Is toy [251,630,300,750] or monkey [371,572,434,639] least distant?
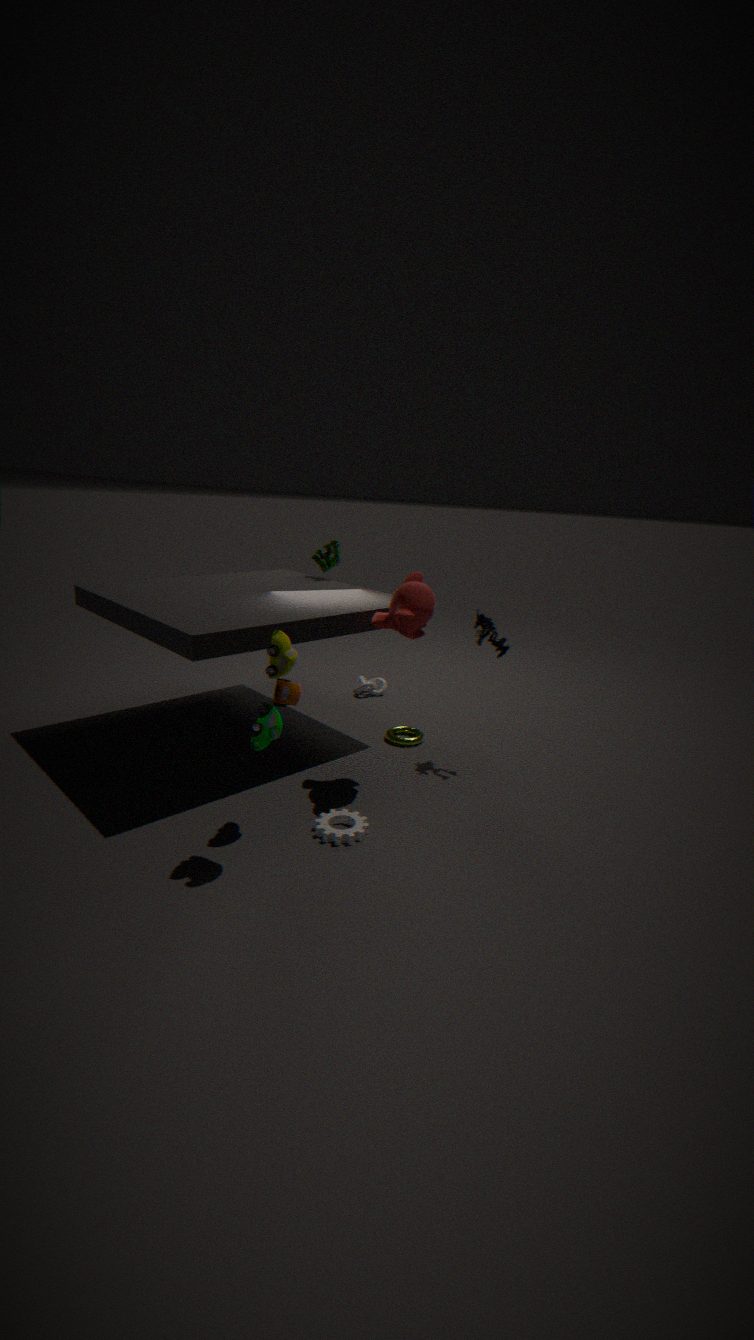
toy [251,630,300,750]
